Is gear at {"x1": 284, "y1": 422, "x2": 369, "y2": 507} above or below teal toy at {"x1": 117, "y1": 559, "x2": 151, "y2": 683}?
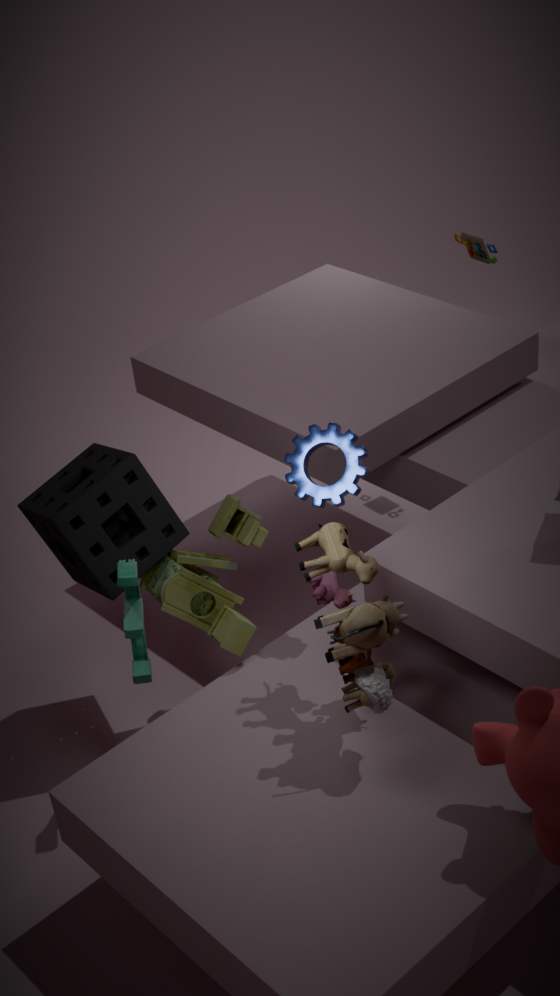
above
